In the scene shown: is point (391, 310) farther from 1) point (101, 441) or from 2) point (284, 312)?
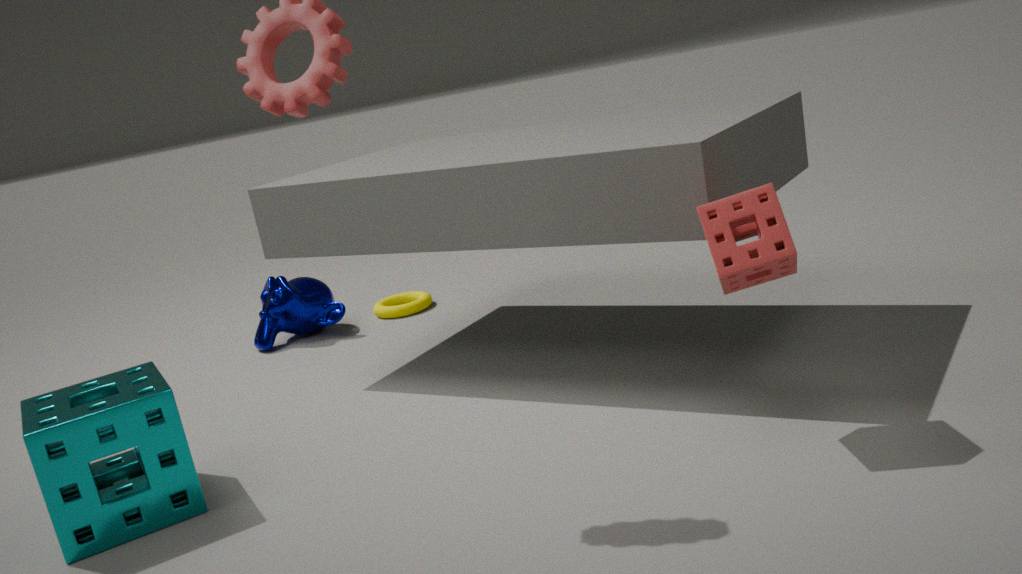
1) point (101, 441)
